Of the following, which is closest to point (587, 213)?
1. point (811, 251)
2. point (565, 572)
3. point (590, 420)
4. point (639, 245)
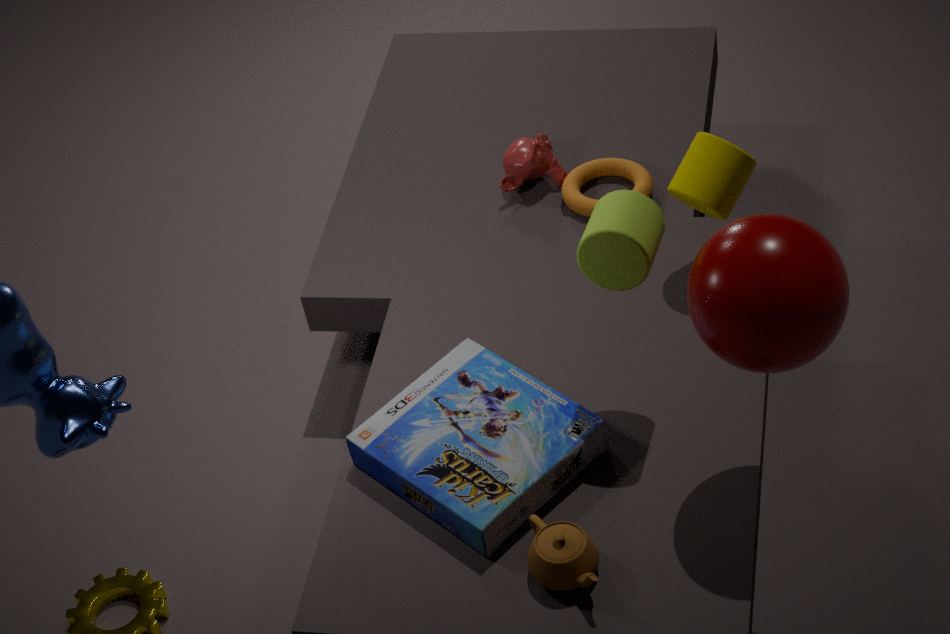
point (639, 245)
